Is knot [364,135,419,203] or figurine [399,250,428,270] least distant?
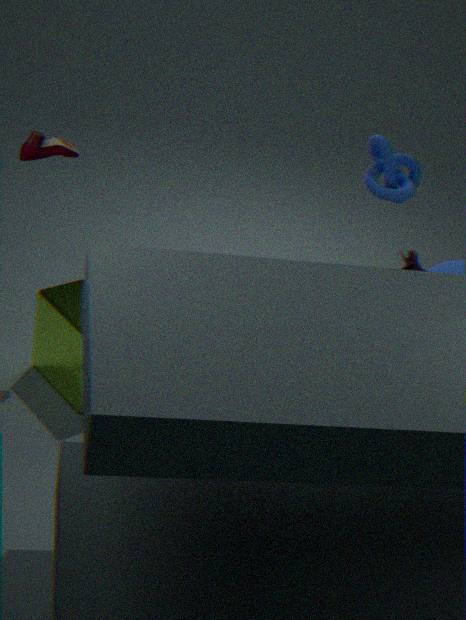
knot [364,135,419,203]
